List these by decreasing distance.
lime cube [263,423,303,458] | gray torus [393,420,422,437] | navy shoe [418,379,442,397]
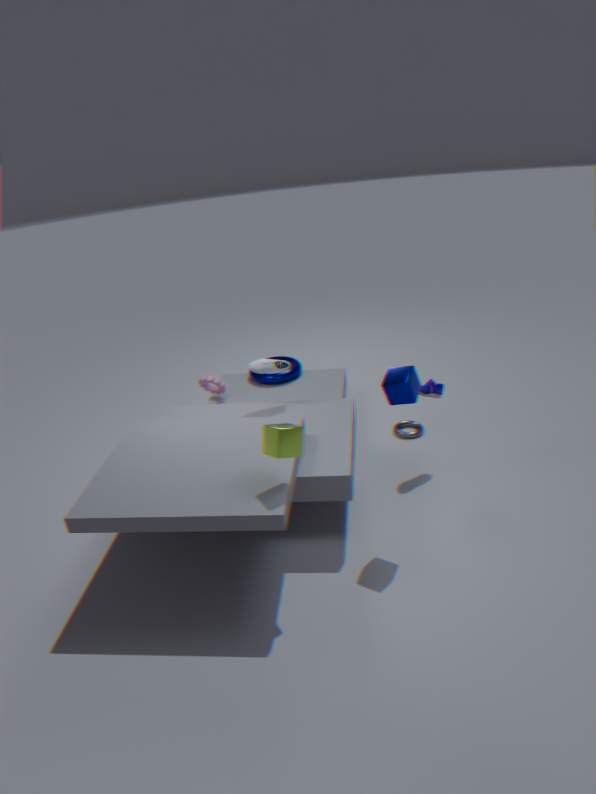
gray torus [393,420,422,437], navy shoe [418,379,442,397], lime cube [263,423,303,458]
